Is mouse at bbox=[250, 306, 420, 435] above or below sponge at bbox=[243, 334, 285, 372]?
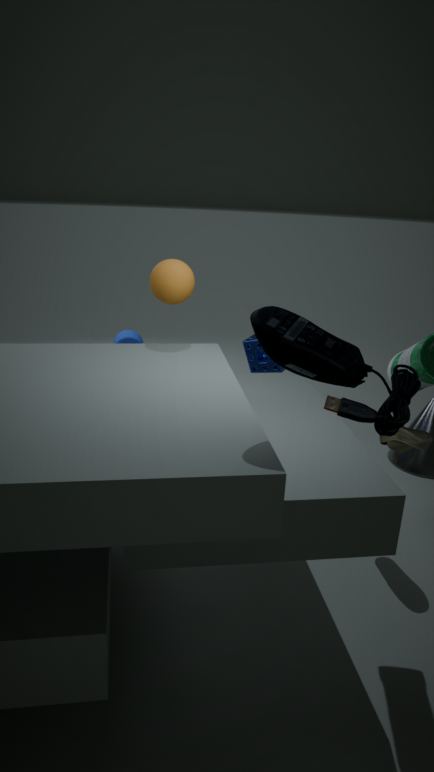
above
